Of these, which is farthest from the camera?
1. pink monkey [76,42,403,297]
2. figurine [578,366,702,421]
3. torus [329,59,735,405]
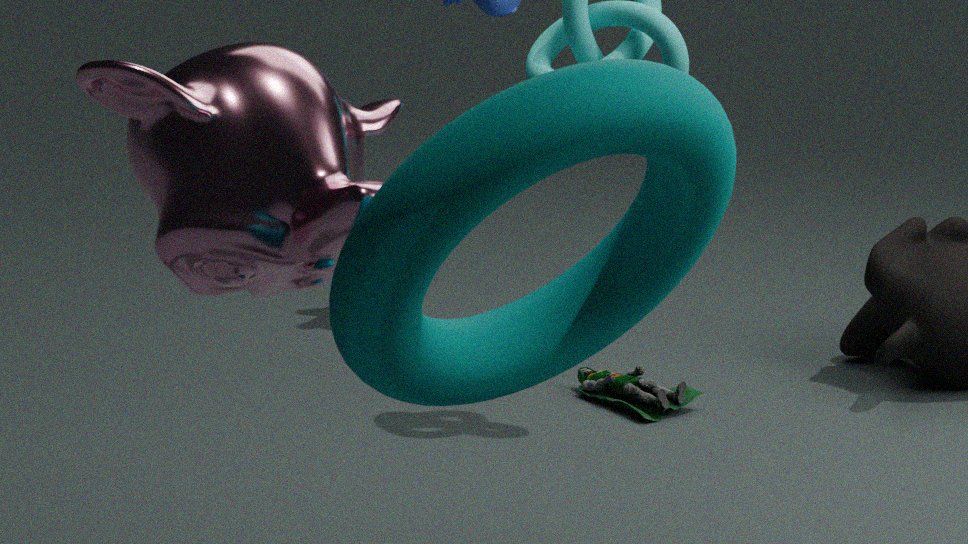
figurine [578,366,702,421]
